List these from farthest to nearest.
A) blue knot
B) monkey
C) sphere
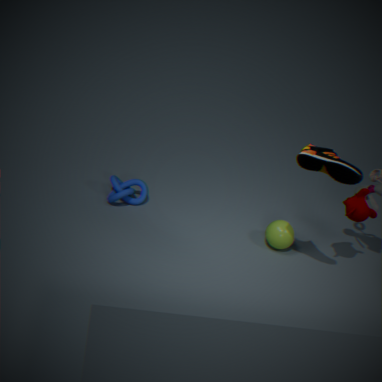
blue knot → sphere → monkey
